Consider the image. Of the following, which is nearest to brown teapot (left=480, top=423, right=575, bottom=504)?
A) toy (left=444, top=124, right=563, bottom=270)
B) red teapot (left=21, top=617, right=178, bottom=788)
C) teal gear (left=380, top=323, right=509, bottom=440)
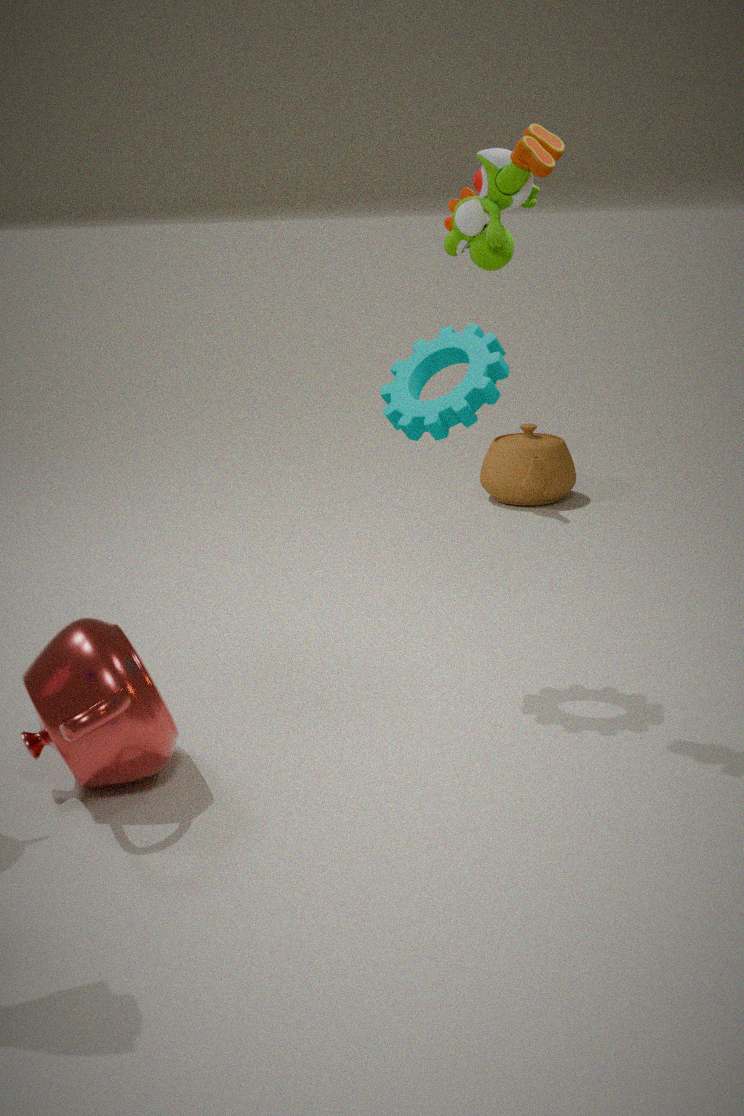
teal gear (left=380, top=323, right=509, bottom=440)
